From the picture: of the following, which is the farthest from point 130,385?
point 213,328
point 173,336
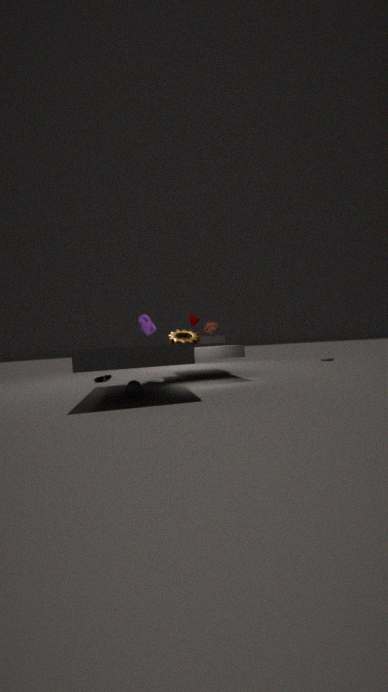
point 213,328
